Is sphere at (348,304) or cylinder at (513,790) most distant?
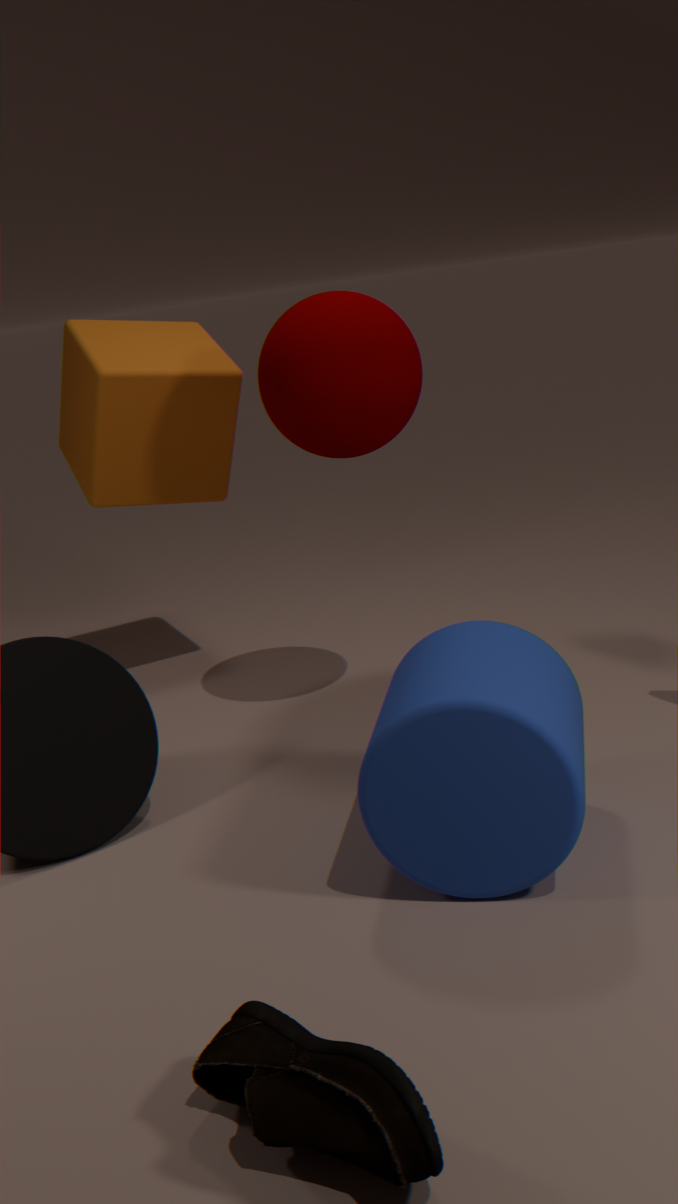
sphere at (348,304)
